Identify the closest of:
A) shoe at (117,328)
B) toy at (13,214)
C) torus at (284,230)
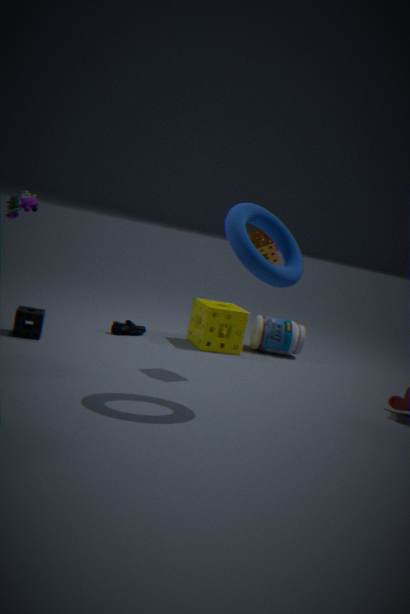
torus at (284,230)
